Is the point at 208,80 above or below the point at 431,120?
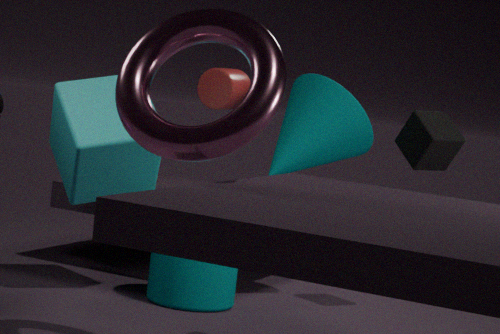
above
